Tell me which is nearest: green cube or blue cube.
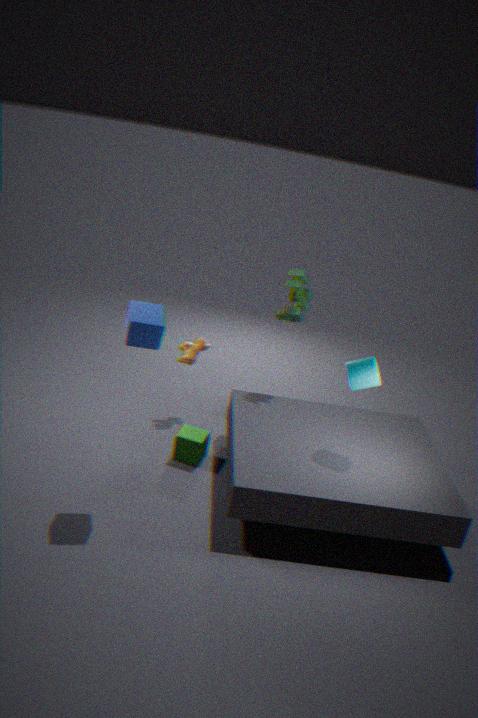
blue cube
